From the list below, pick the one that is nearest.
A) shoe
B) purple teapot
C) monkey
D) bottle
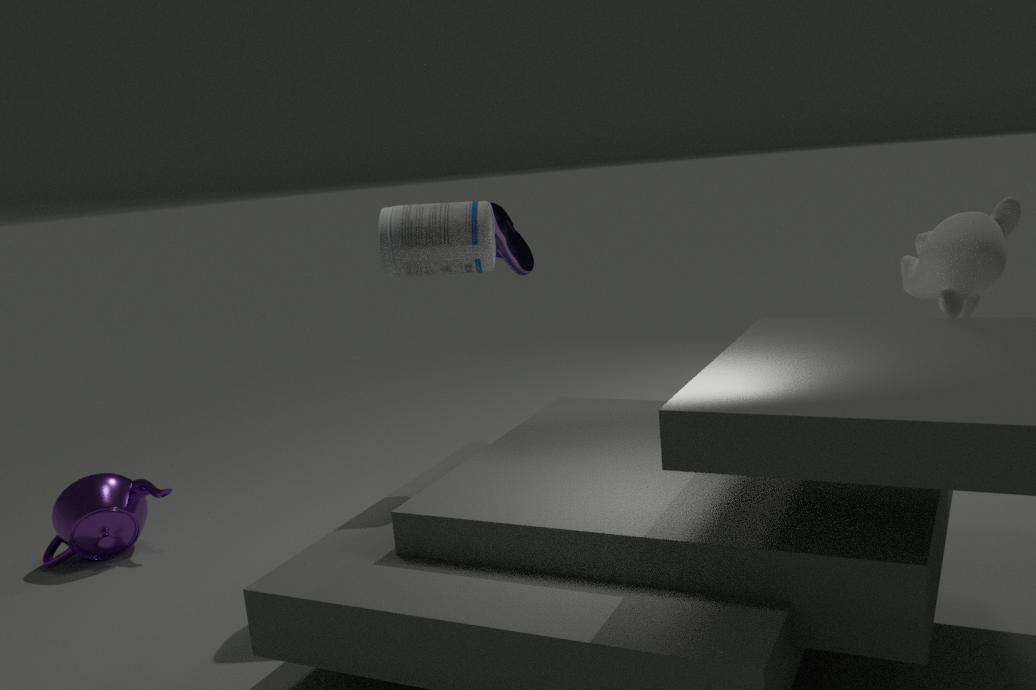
bottle
